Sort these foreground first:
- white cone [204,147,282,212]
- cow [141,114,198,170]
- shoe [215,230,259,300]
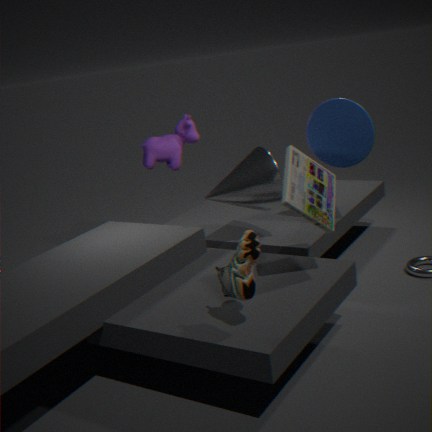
shoe [215,230,259,300], white cone [204,147,282,212], cow [141,114,198,170]
